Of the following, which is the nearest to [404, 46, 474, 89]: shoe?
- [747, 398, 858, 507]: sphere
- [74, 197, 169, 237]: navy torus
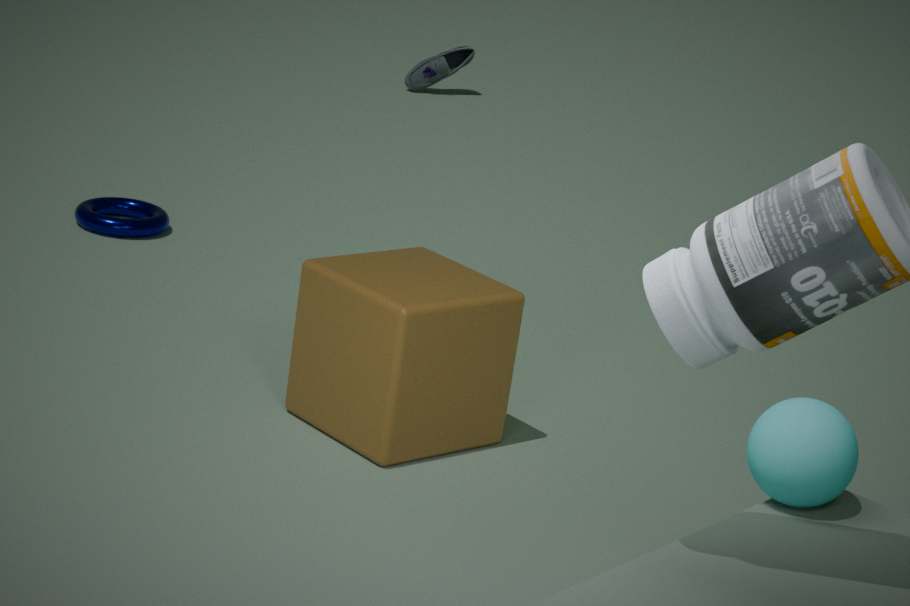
[74, 197, 169, 237]: navy torus
